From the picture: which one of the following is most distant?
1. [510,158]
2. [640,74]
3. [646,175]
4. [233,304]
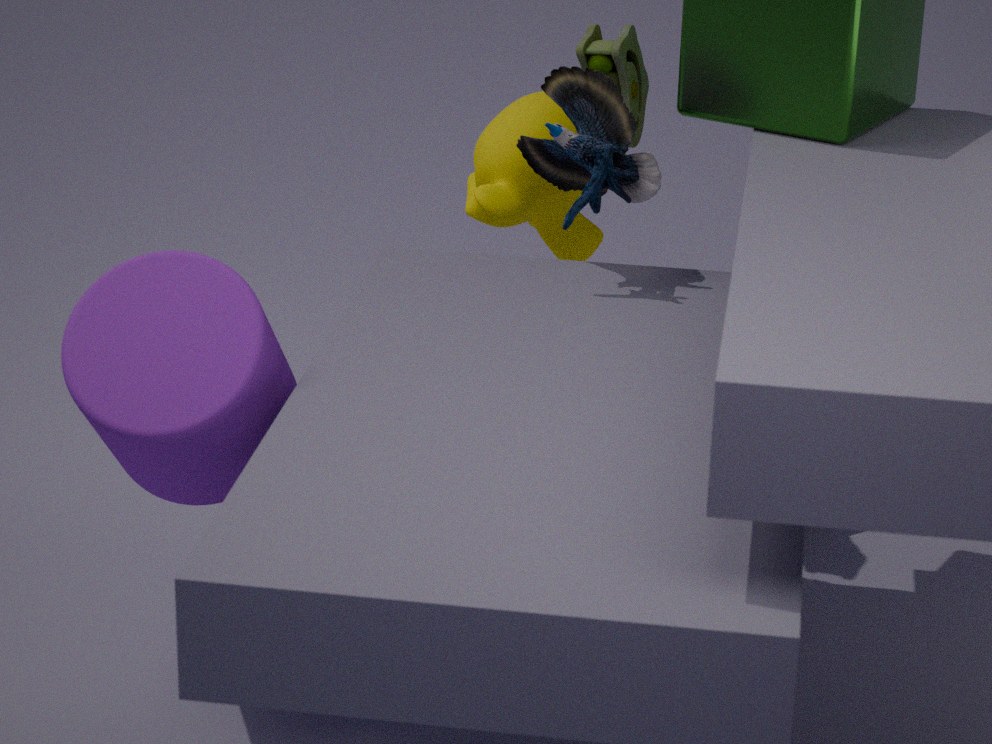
[510,158]
